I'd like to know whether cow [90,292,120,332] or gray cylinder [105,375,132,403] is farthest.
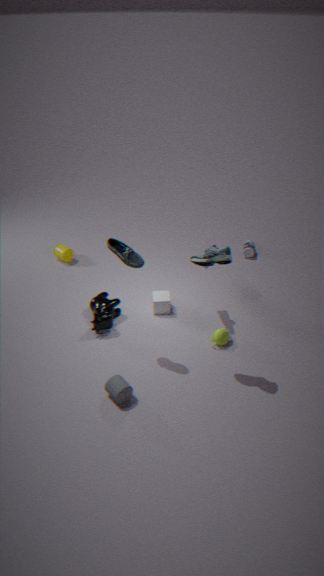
cow [90,292,120,332]
